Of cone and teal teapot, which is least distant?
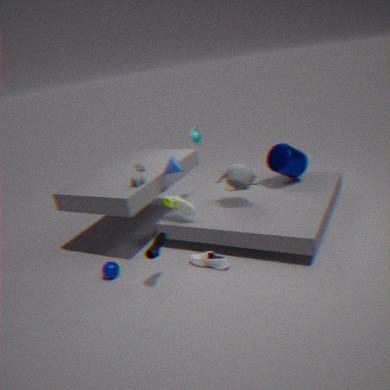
cone
